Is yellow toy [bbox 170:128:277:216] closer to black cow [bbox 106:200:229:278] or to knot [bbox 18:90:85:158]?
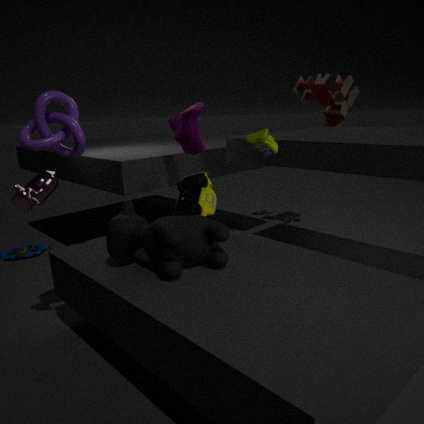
black cow [bbox 106:200:229:278]
